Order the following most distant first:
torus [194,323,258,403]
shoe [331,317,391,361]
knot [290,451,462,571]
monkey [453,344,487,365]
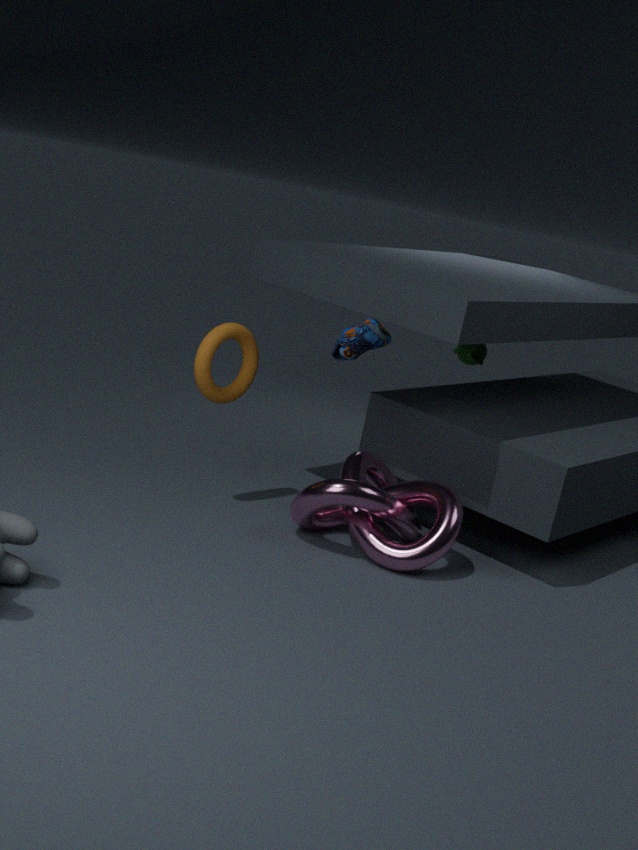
monkey [453,344,487,365] < torus [194,323,258,403] < knot [290,451,462,571] < shoe [331,317,391,361]
